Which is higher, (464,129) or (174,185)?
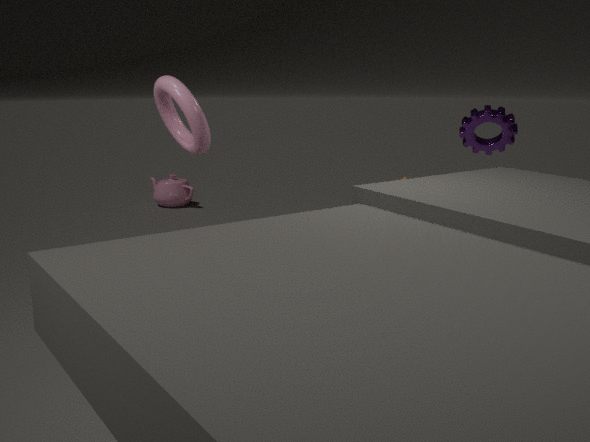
(464,129)
